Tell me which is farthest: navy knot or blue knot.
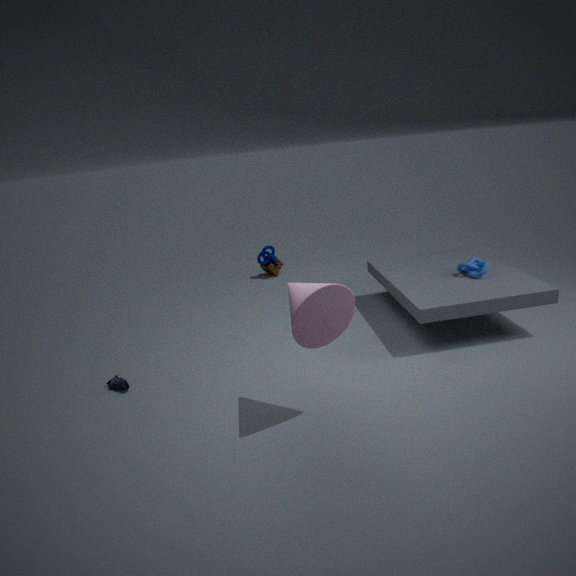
navy knot
